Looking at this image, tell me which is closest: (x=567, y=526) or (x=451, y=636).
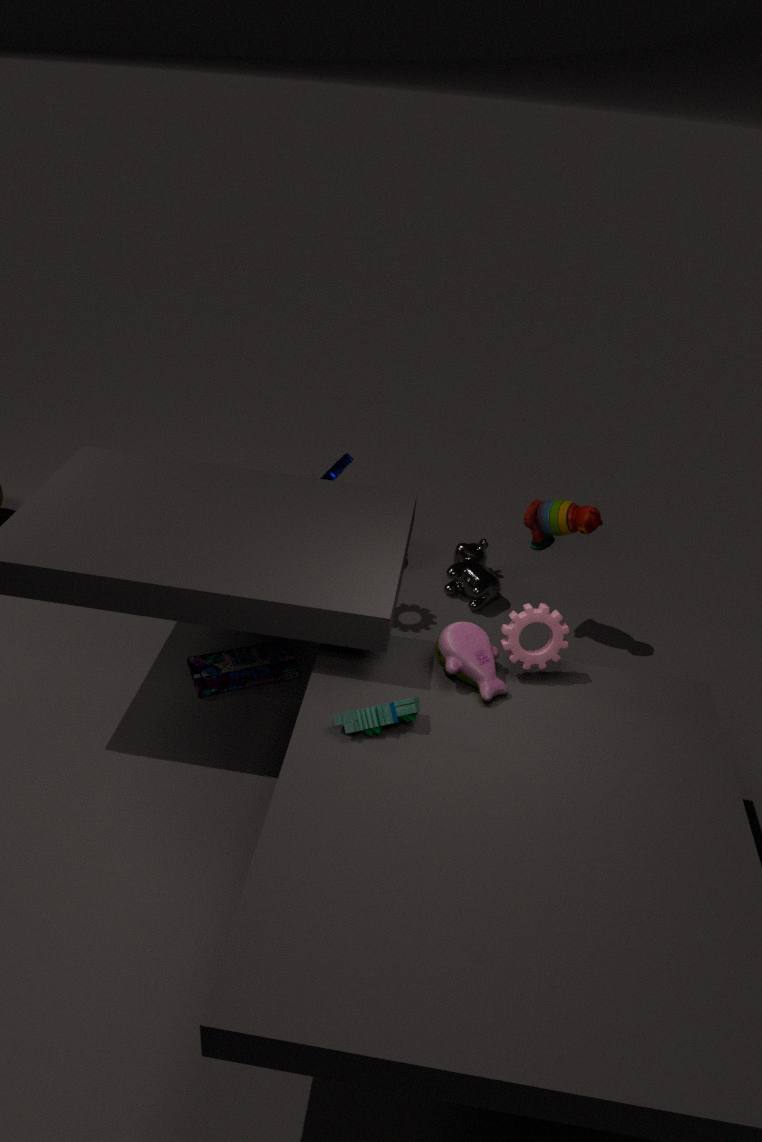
(x=451, y=636)
